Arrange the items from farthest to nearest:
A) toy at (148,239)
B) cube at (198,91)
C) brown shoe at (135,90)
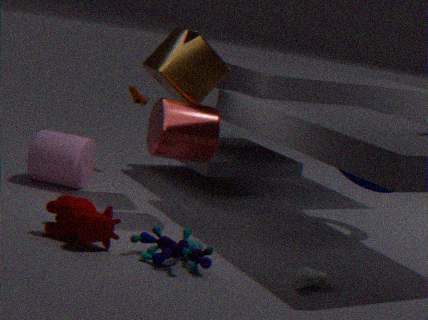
1. brown shoe at (135,90)
2. cube at (198,91)
3. toy at (148,239)
